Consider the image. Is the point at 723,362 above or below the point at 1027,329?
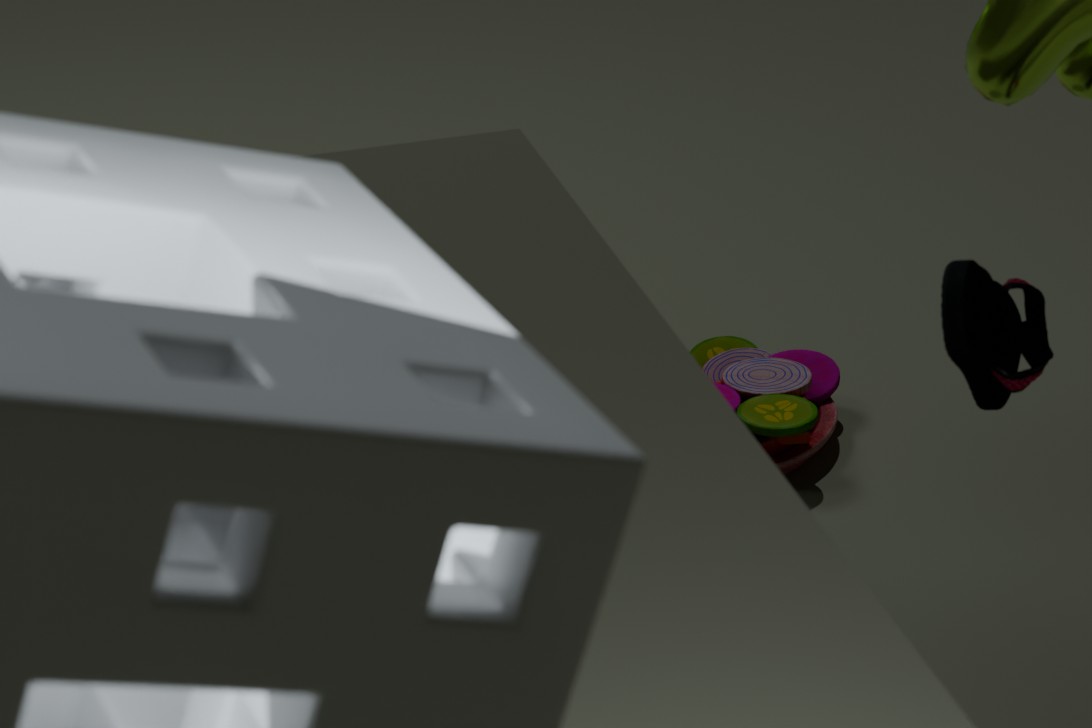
below
